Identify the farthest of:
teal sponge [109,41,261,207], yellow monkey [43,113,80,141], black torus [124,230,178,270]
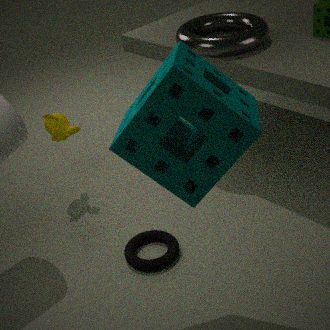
yellow monkey [43,113,80,141]
